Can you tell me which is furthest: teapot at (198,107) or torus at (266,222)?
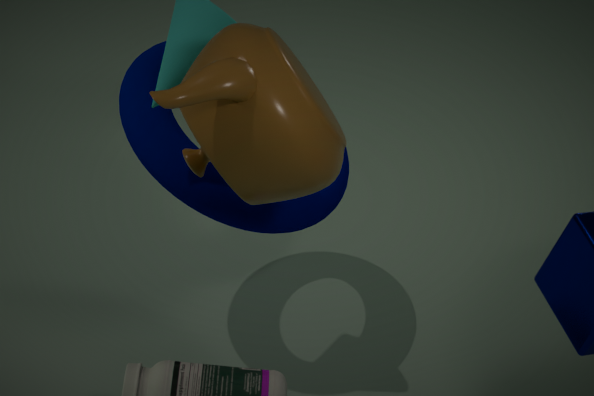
torus at (266,222)
